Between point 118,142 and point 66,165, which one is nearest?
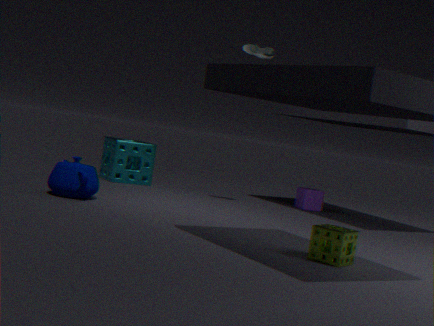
point 66,165
